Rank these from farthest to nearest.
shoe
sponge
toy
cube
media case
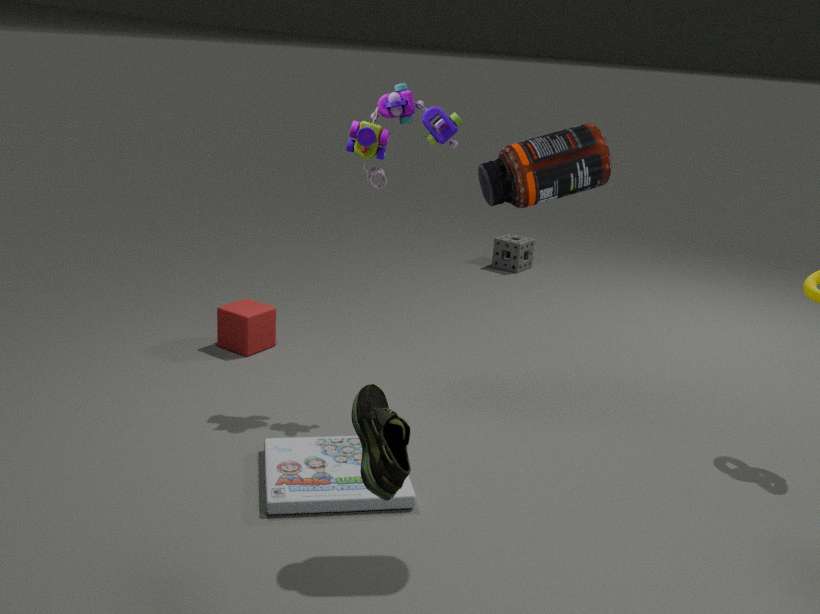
sponge
cube
toy
media case
shoe
